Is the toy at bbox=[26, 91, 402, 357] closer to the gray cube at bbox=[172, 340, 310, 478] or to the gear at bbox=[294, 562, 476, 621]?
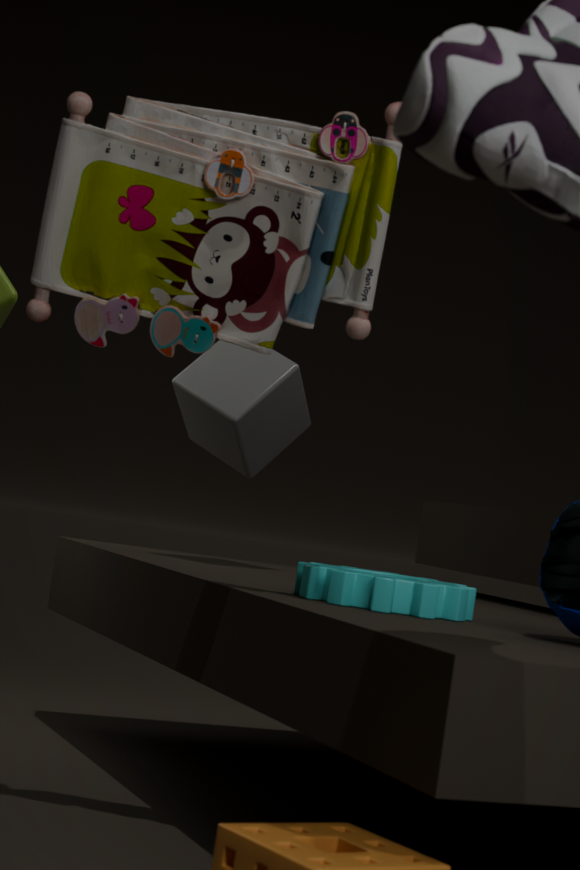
the gear at bbox=[294, 562, 476, 621]
